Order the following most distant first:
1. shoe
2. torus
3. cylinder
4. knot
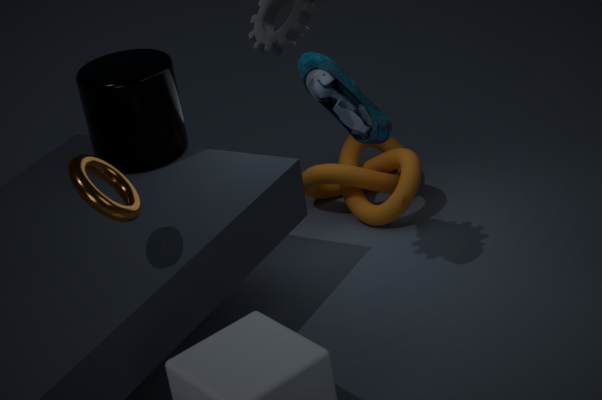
knot < cylinder < shoe < torus
